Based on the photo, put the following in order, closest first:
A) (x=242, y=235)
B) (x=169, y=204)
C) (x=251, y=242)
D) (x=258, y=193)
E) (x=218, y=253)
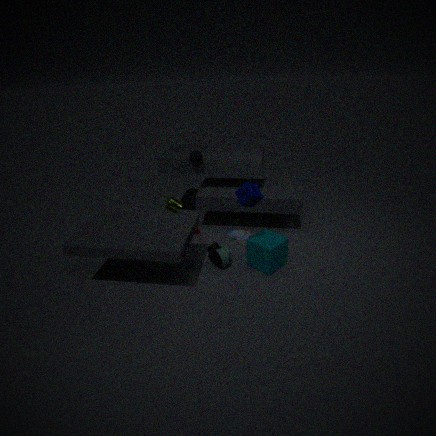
(x=258, y=193)
(x=251, y=242)
(x=218, y=253)
(x=169, y=204)
(x=242, y=235)
